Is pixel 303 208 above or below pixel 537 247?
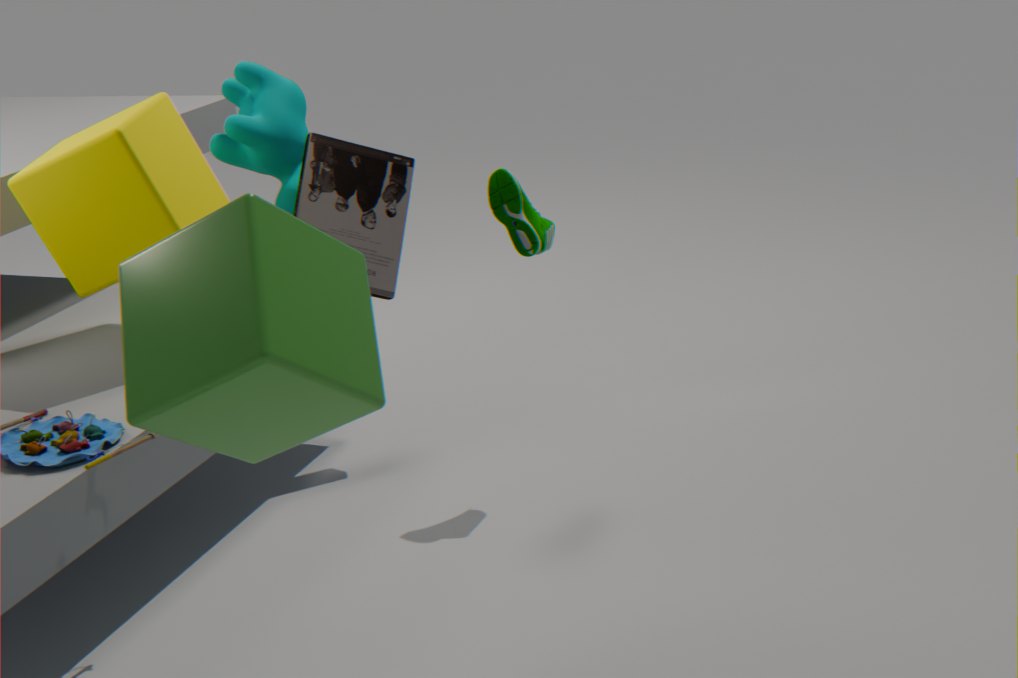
below
